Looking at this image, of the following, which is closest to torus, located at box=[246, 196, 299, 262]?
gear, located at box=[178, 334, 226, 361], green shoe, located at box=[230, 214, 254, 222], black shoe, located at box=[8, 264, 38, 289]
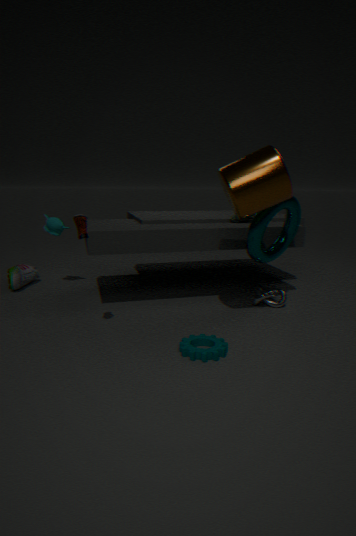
green shoe, located at box=[230, 214, 254, 222]
